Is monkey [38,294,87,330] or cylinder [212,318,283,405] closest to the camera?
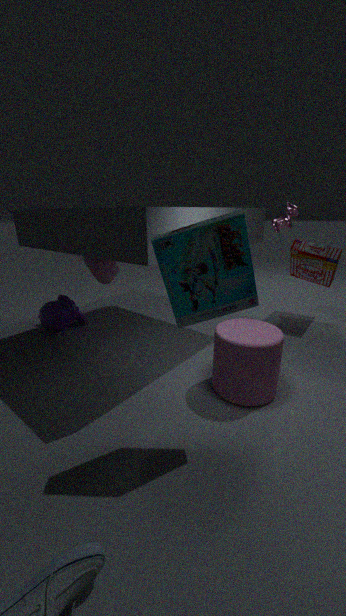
cylinder [212,318,283,405]
